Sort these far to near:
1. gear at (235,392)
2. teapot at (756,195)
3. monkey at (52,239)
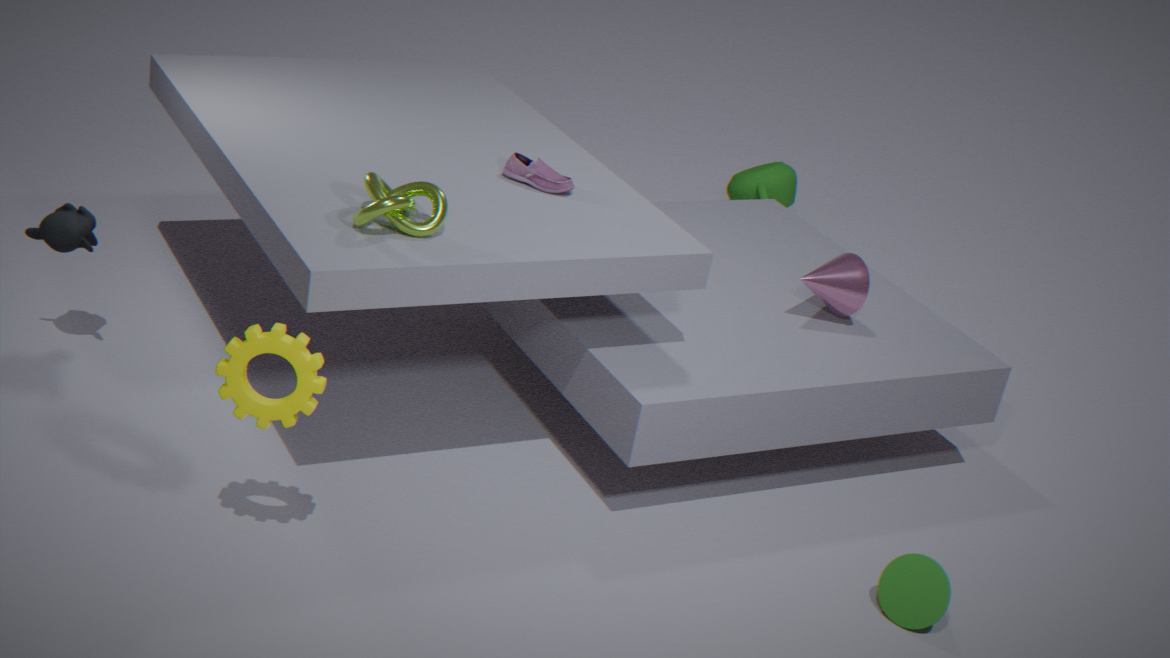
teapot at (756,195)
monkey at (52,239)
gear at (235,392)
